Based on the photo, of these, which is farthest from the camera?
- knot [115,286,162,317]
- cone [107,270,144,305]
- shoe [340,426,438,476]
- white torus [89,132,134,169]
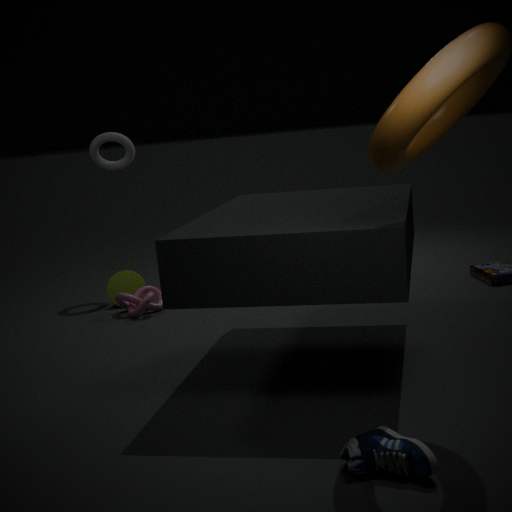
white torus [89,132,134,169]
